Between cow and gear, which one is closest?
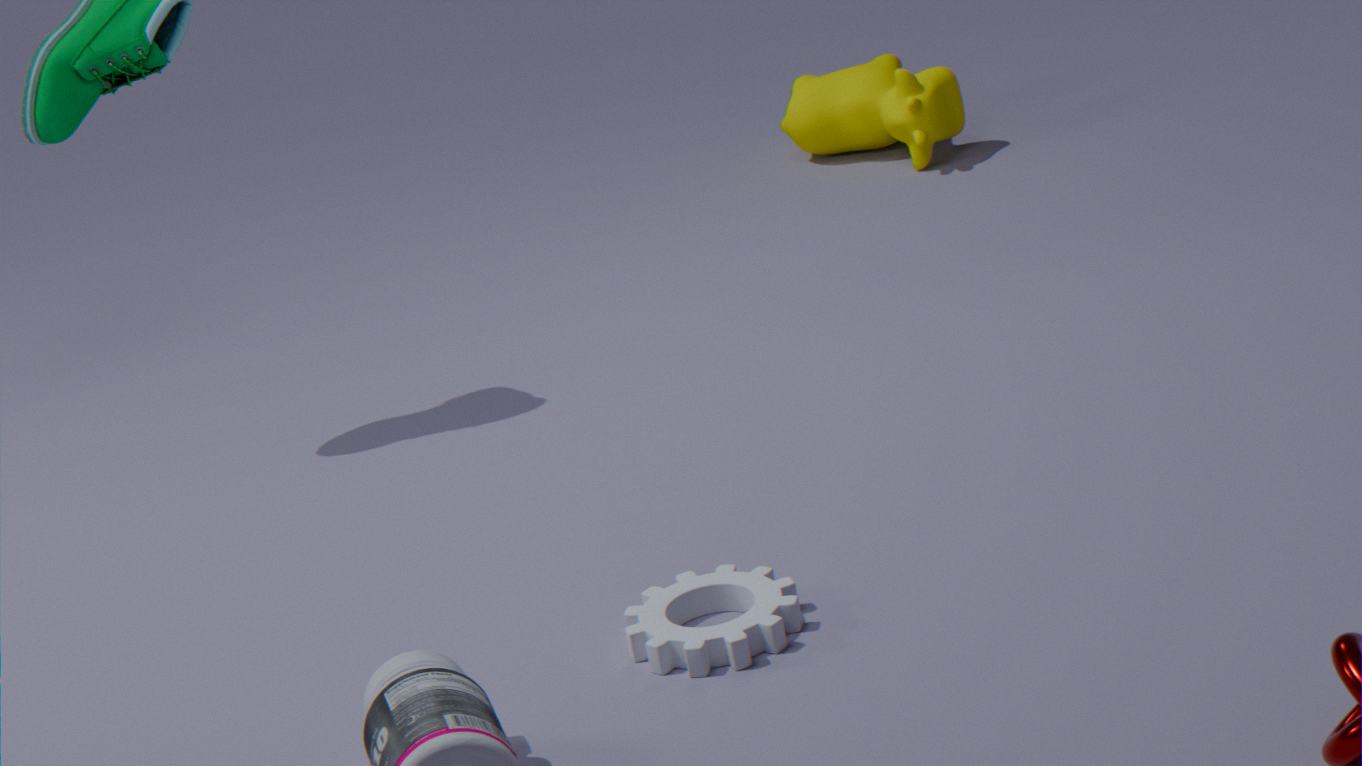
gear
